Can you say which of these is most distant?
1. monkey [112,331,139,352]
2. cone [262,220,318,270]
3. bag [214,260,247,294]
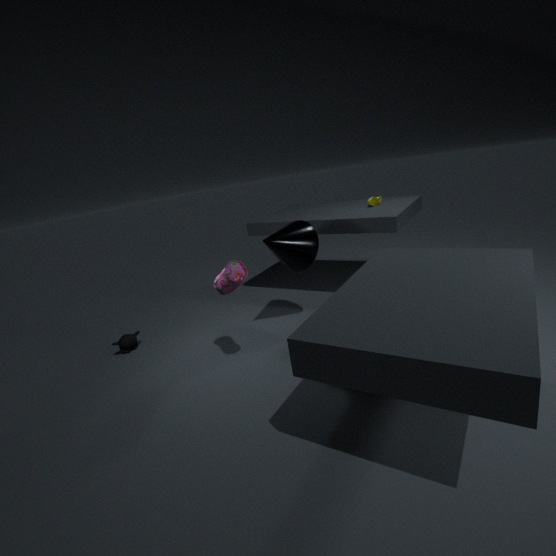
monkey [112,331,139,352]
